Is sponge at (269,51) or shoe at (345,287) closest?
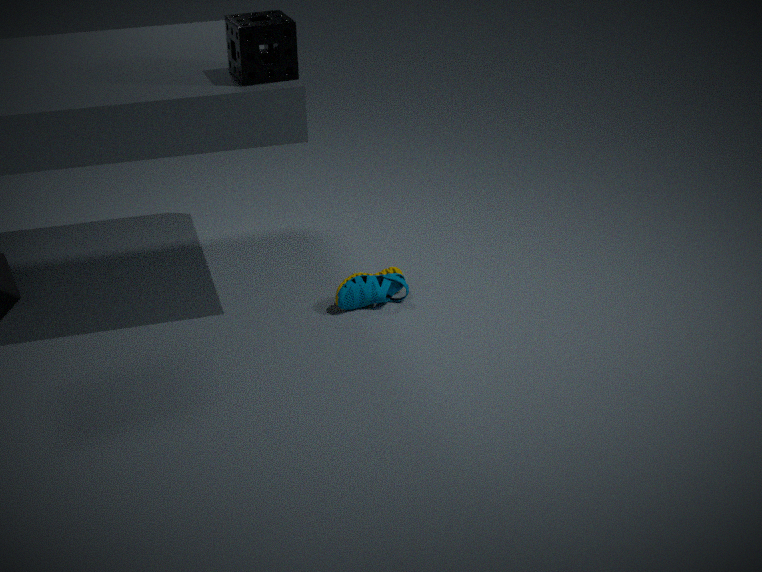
sponge at (269,51)
